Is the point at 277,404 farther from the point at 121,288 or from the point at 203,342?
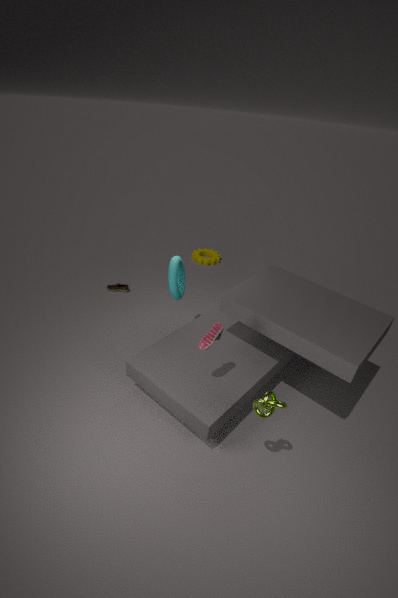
the point at 121,288
